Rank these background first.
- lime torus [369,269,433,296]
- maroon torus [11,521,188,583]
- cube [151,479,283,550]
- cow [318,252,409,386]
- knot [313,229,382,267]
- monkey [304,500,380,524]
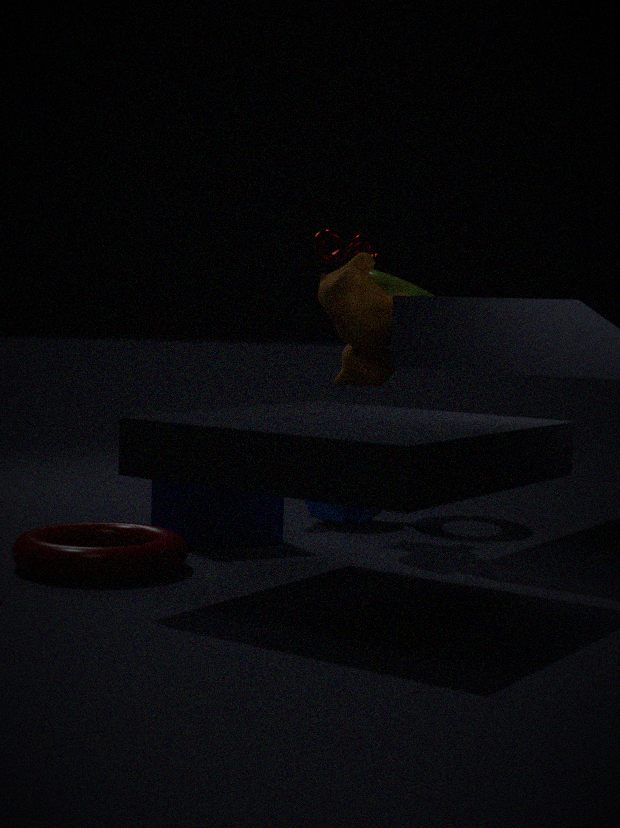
lime torus [369,269,433,296], monkey [304,500,380,524], knot [313,229,382,267], cow [318,252,409,386], cube [151,479,283,550], maroon torus [11,521,188,583]
